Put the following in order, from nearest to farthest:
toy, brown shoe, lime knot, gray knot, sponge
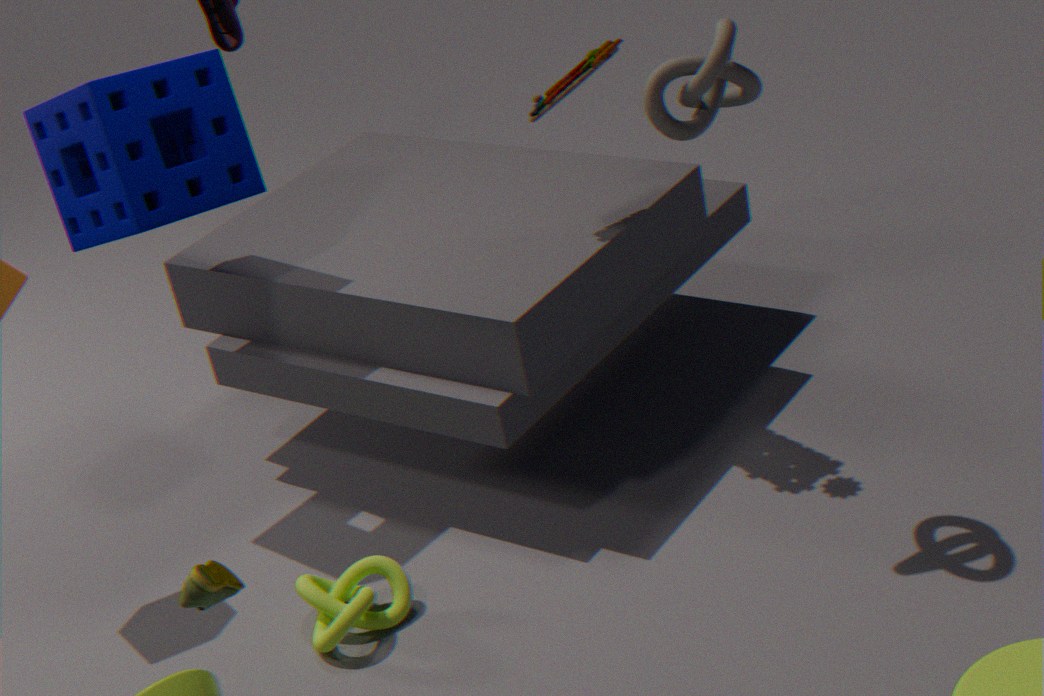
brown shoe < gray knot < lime knot < toy < sponge
